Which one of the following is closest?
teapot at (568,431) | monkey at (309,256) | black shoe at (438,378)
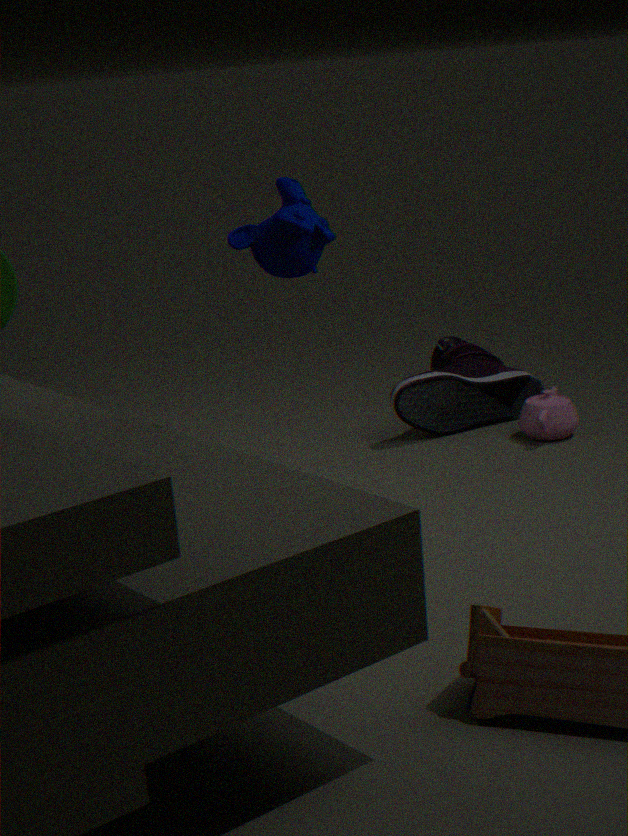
monkey at (309,256)
